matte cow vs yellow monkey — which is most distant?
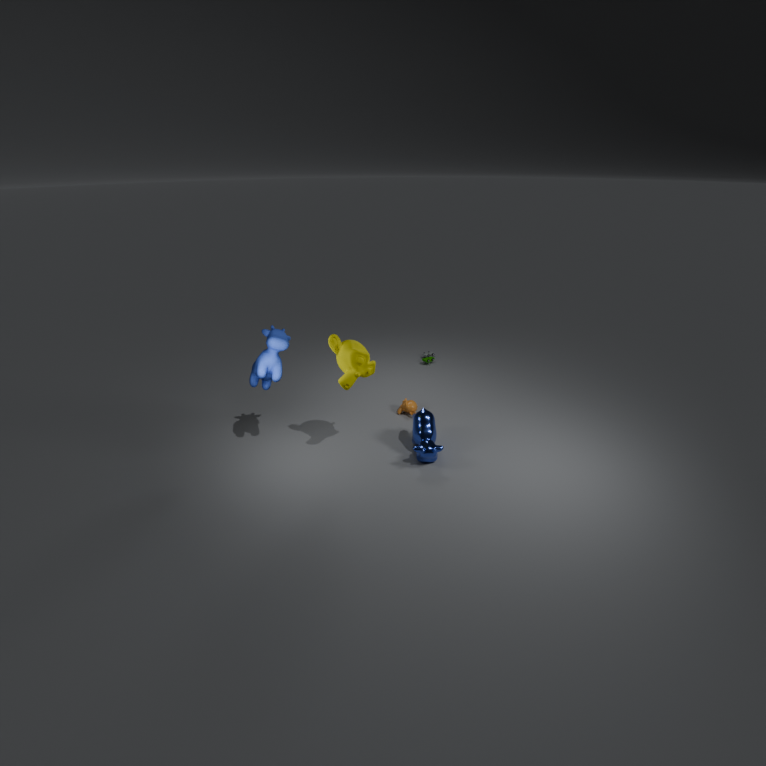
matte cow
